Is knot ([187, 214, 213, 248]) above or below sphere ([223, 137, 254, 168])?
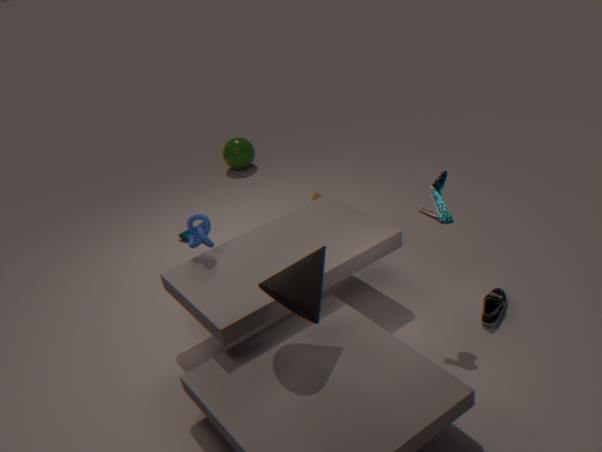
above
